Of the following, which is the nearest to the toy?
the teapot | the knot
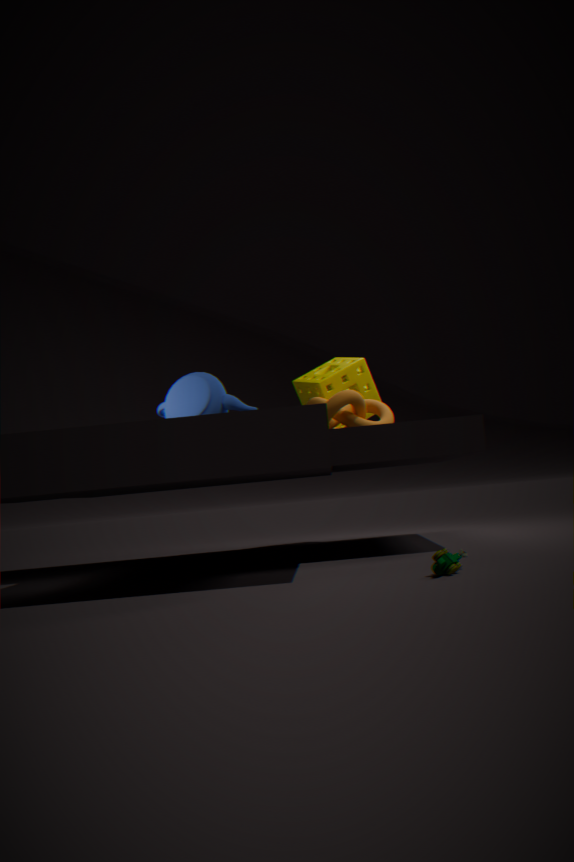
the teapot
